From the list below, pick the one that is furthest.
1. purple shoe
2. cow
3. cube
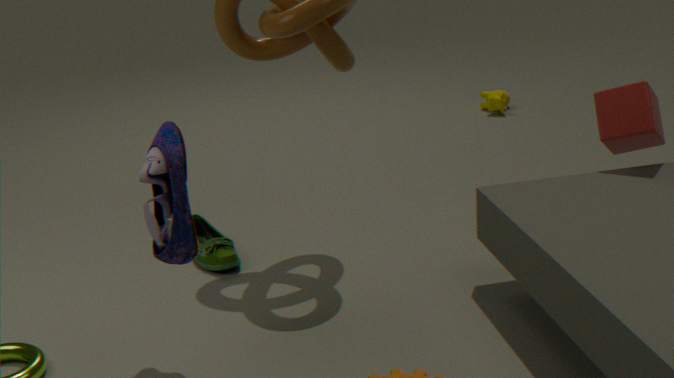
cow
